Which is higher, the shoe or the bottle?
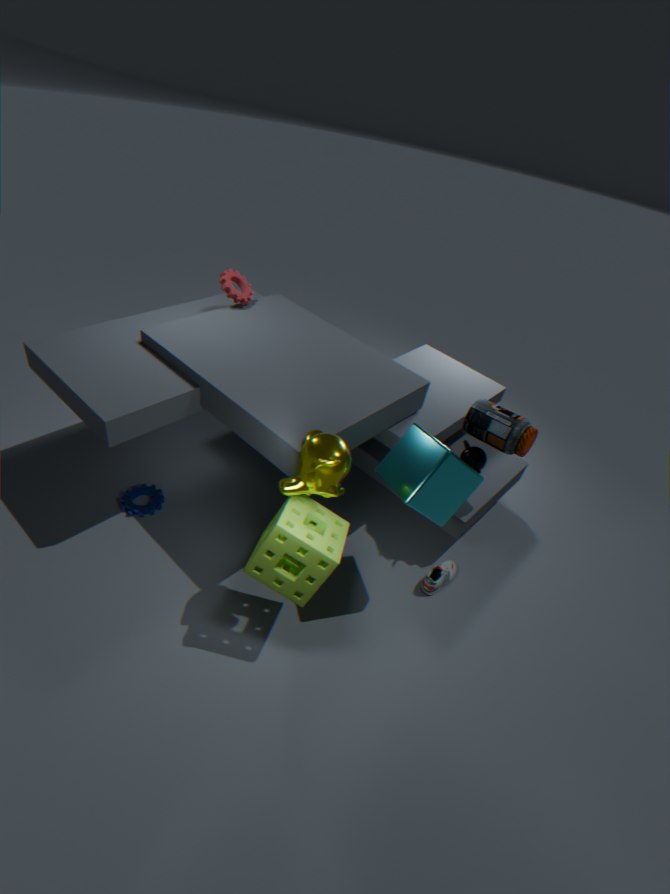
the bottle
